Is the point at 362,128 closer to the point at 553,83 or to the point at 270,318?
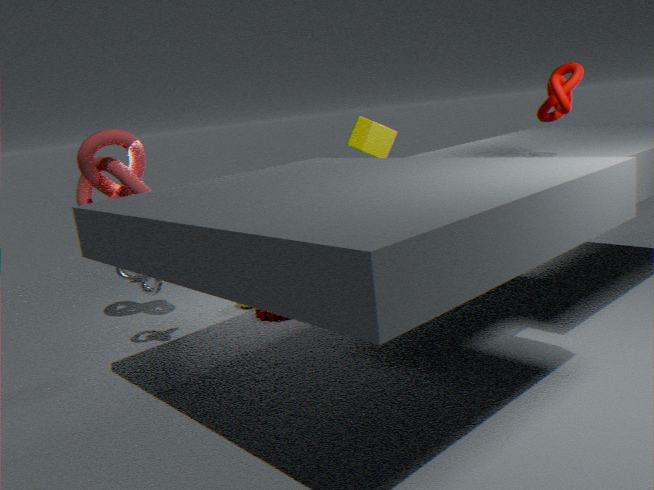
the point at 270,318
